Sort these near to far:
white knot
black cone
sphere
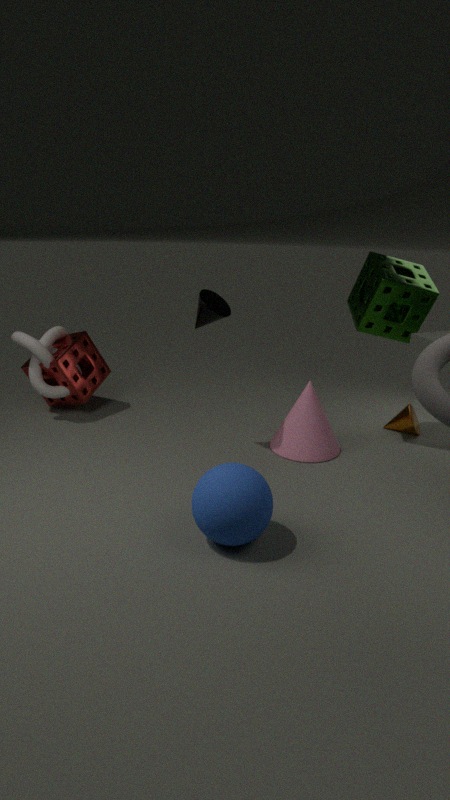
sphere
black cone
white knot
